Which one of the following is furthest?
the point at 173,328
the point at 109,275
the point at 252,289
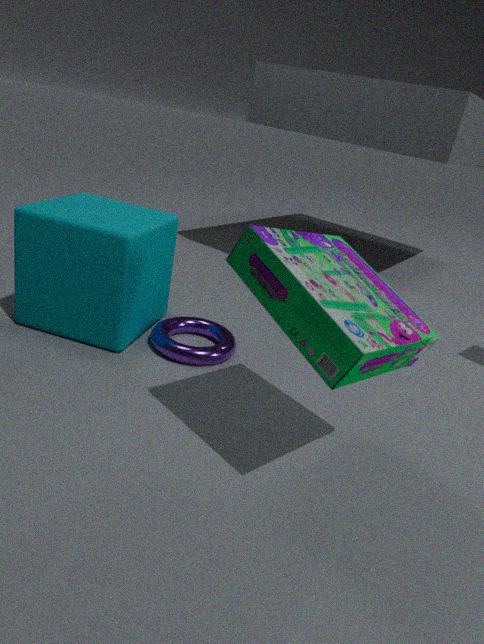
the point at 173,328
